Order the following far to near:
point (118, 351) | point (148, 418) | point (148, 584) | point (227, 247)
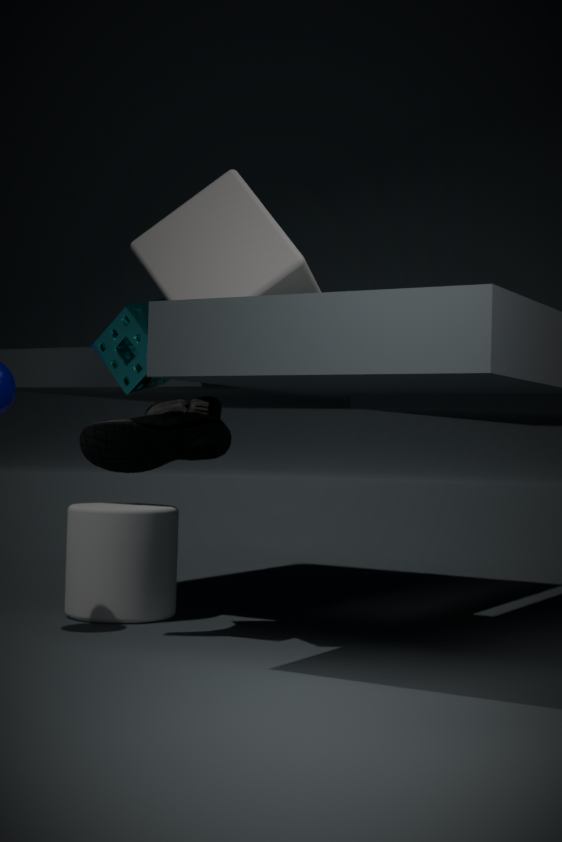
1. point (148, 584)
2. point (148, 418)
3. point (118, 351)
4. point (227, 247)
